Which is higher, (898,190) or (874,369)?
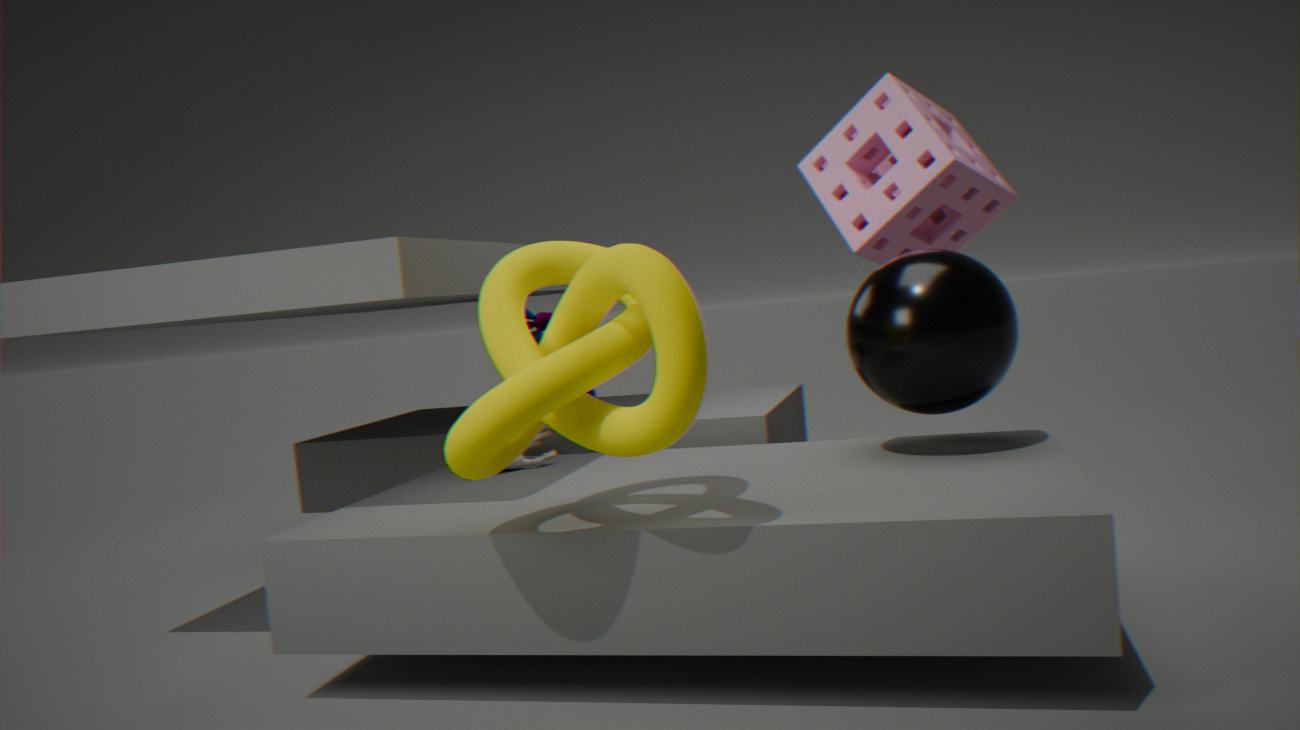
(898,190)
